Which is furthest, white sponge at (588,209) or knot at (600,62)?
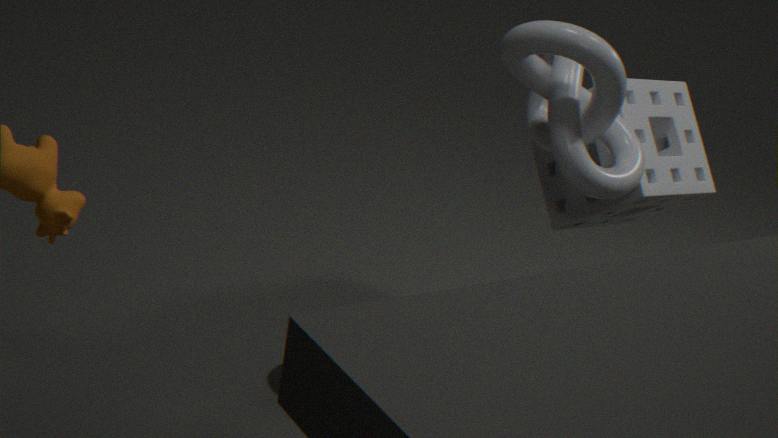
white sponge at (588,209)
